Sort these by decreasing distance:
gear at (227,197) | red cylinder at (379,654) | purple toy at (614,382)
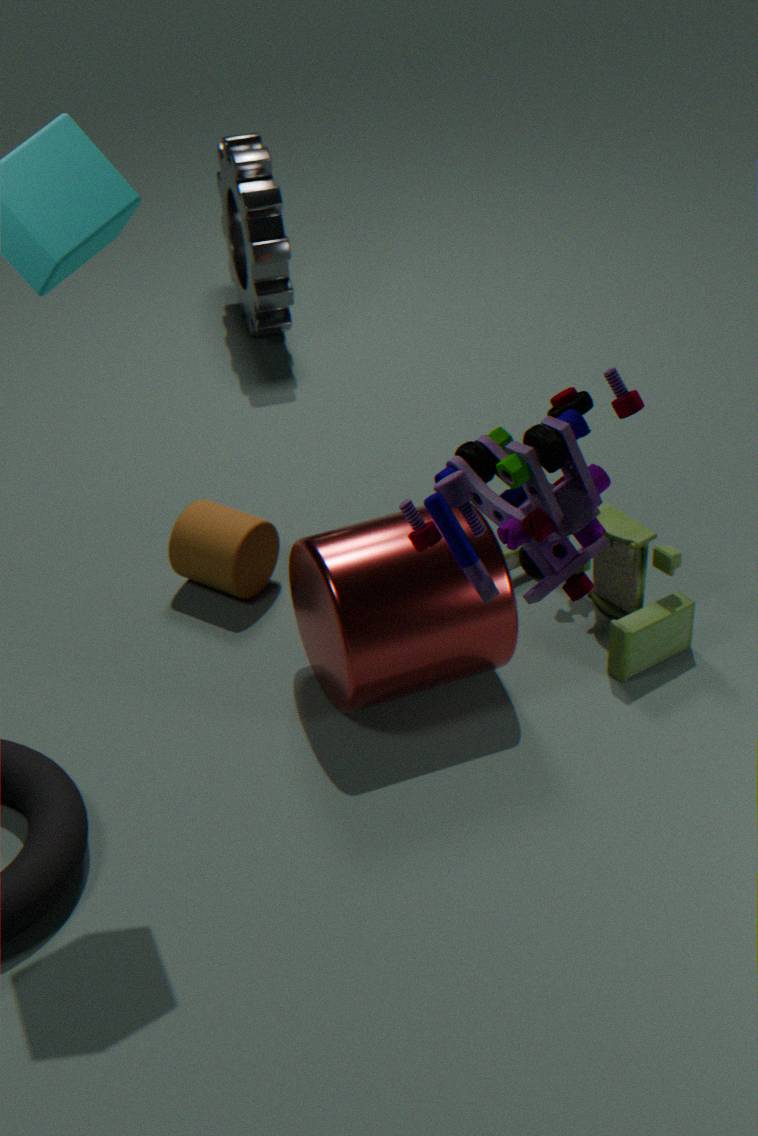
1. gear at (227,197)
2. red cylinder at (379,654)
3. purple toy at (614,382)
